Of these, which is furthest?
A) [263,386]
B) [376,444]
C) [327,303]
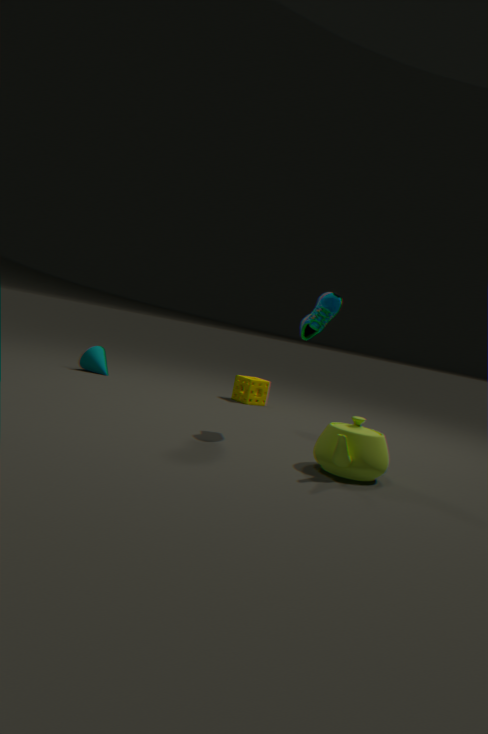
[263,386]
